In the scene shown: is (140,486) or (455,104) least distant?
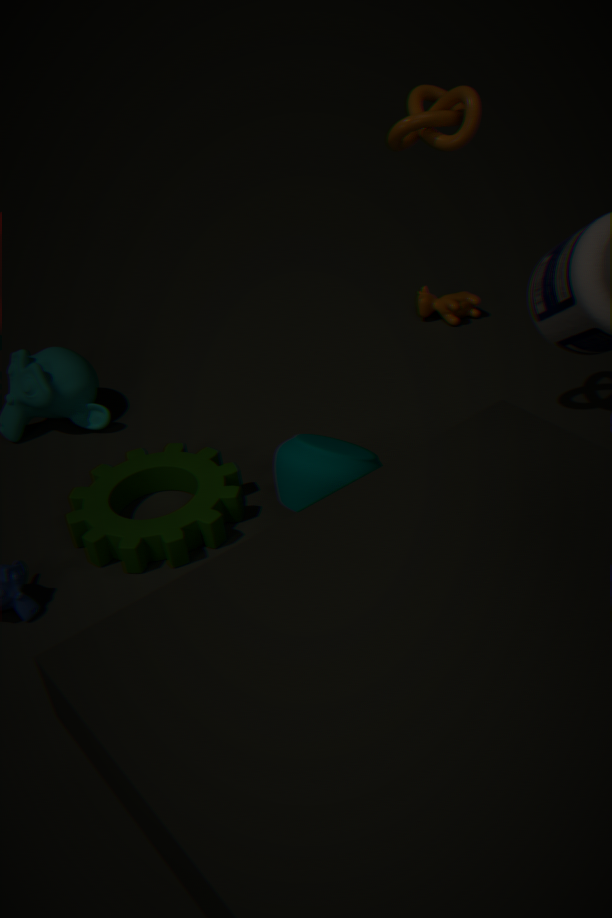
(455,104)
